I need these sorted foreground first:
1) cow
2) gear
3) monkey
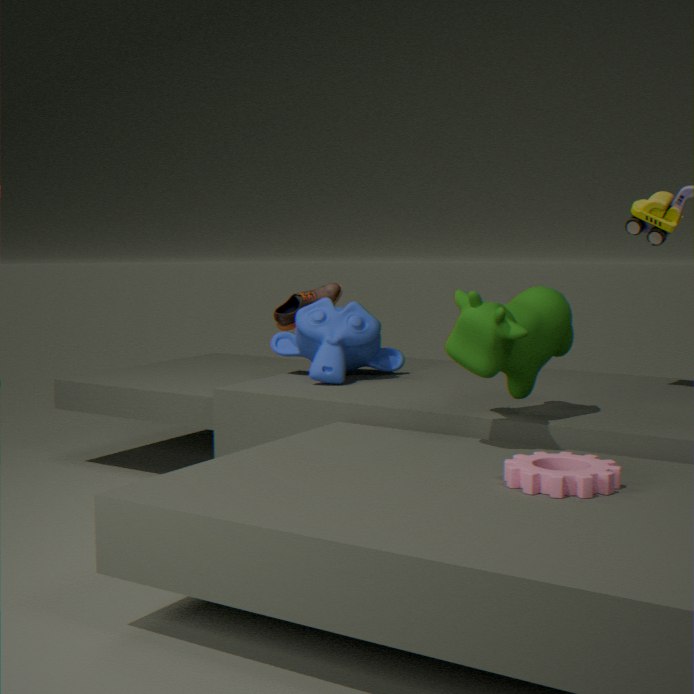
2. gear
1. cow
3. monkey
